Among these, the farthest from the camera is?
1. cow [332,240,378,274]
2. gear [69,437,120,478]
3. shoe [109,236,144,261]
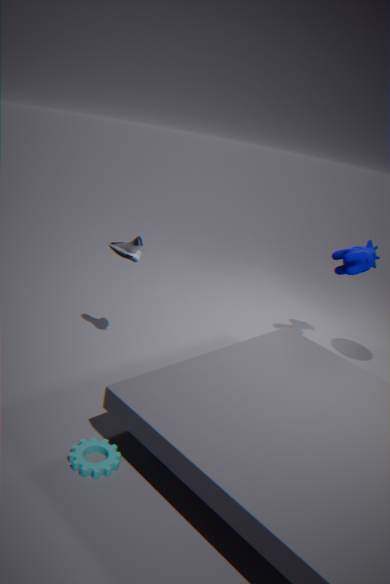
cow [332,240,378,274]
